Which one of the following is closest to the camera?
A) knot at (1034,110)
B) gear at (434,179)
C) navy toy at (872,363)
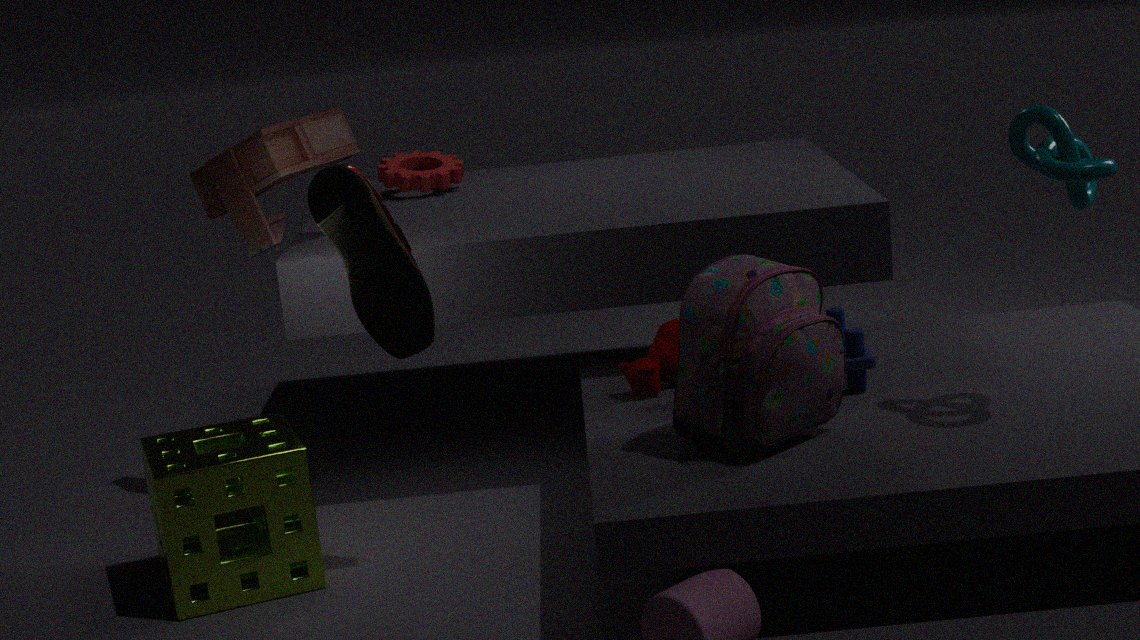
knot at (1034,110)
